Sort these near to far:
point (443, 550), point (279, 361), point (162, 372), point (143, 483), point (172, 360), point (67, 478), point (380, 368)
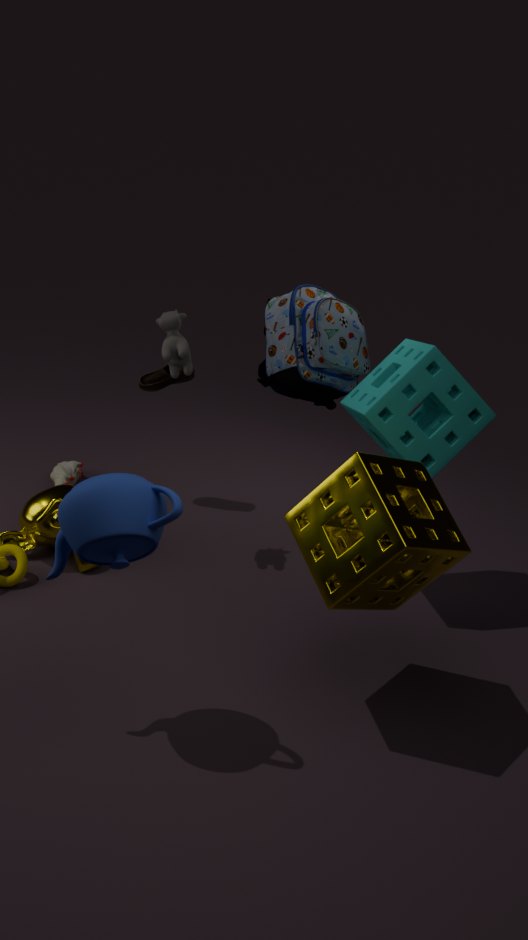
point (143, 483)
point (443, 550)
point (380, 368)
point (172, 360)
point (279, 361)
point (162, 372)
point (67, 478)
